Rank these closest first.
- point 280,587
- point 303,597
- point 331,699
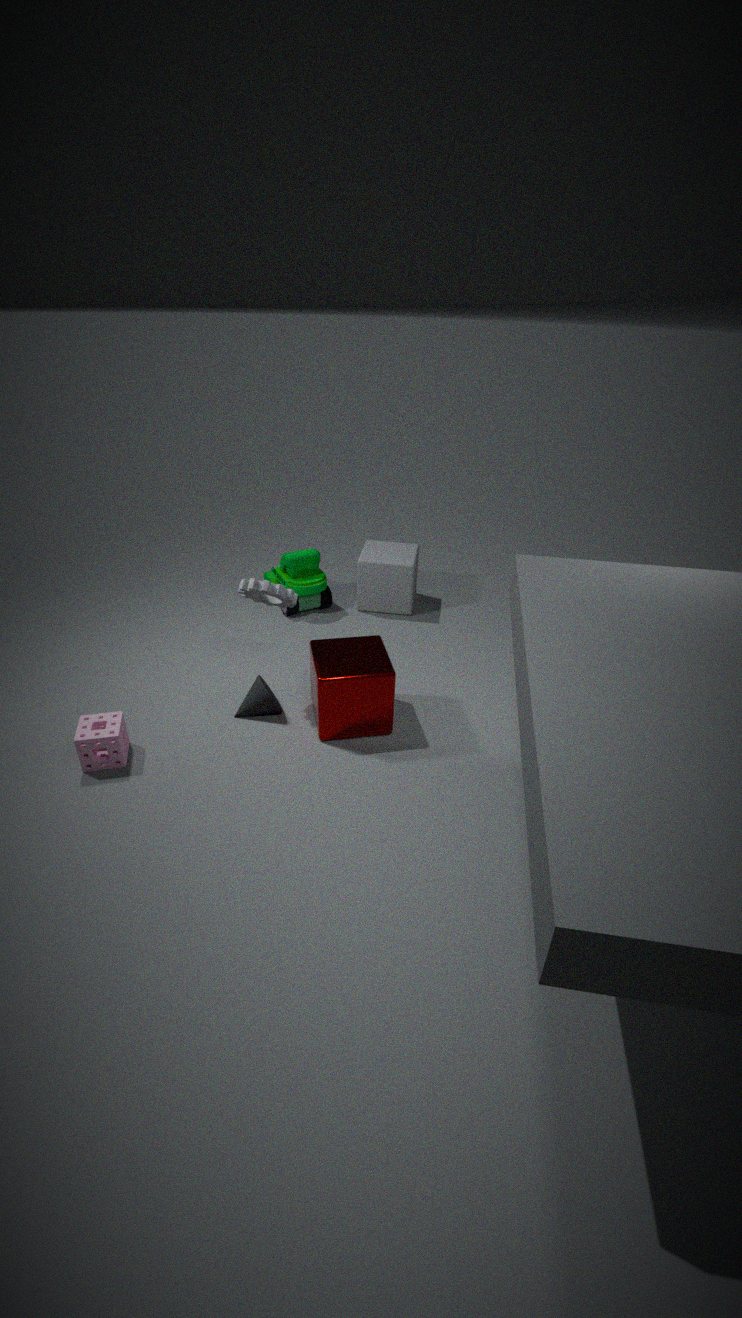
point 280,587
point 331,699
point 303,597
